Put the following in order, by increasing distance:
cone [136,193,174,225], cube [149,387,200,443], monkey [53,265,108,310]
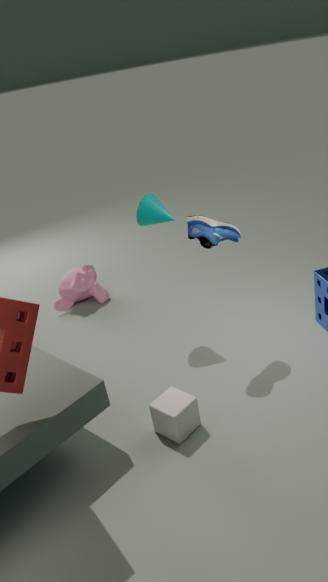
cube [149,387,200,443] < cone [136,193,174,225] < monkey [53,265,108,310]
